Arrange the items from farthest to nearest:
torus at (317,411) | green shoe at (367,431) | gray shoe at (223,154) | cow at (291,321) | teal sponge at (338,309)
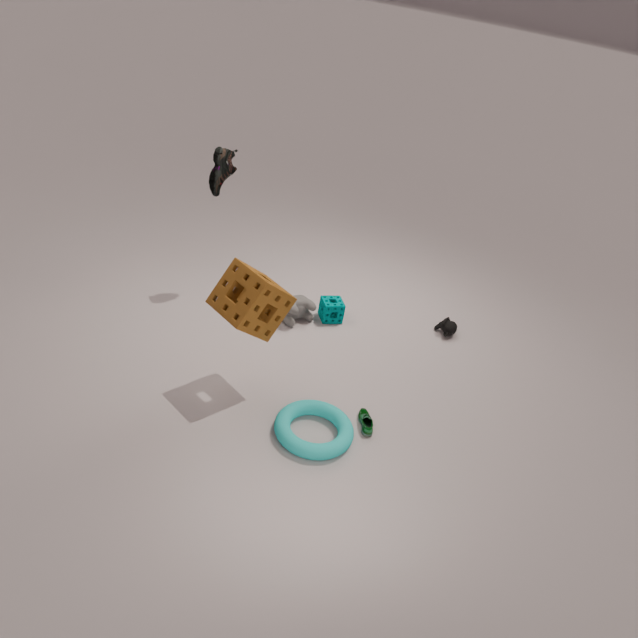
1. teal sponge at (338,309)
2. cow at (291,321)
3. gray shoe at (223,154)
4. green shoe at (367,431)
5. torus at (317,411)
